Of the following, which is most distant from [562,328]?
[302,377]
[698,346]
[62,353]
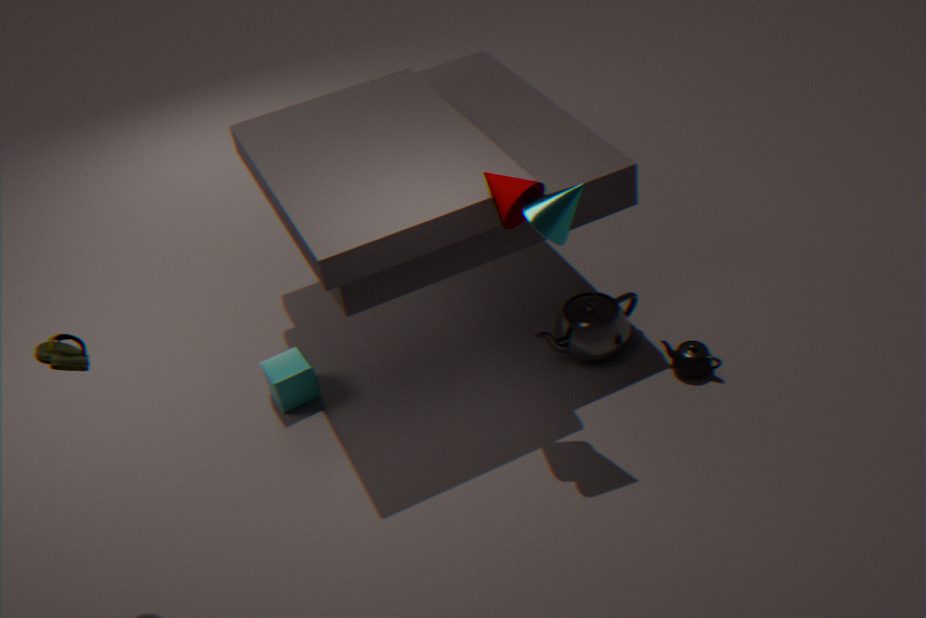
[62,353]
